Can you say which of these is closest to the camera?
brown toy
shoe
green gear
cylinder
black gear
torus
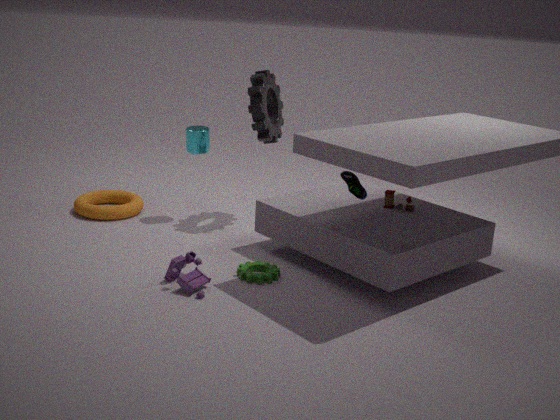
shoe
